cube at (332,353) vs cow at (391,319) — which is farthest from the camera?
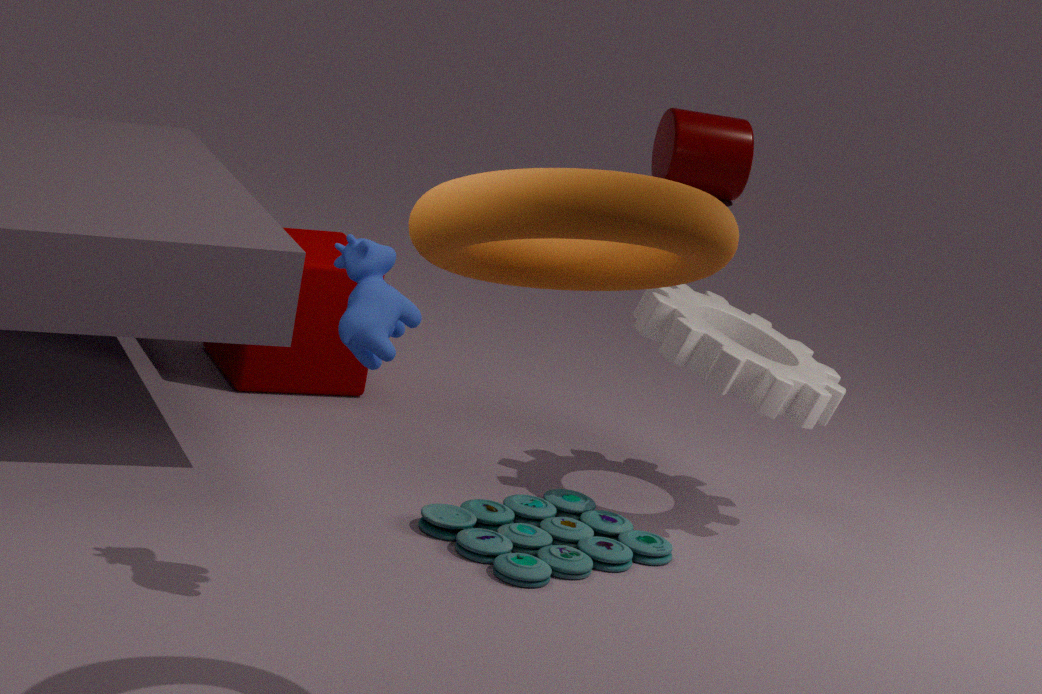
cube at (332,353)
